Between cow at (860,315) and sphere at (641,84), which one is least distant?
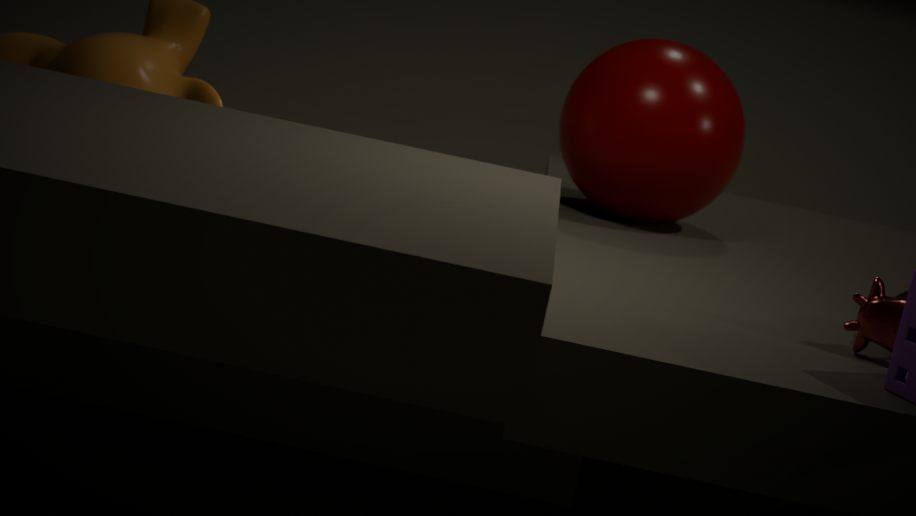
cow at (860,315)
